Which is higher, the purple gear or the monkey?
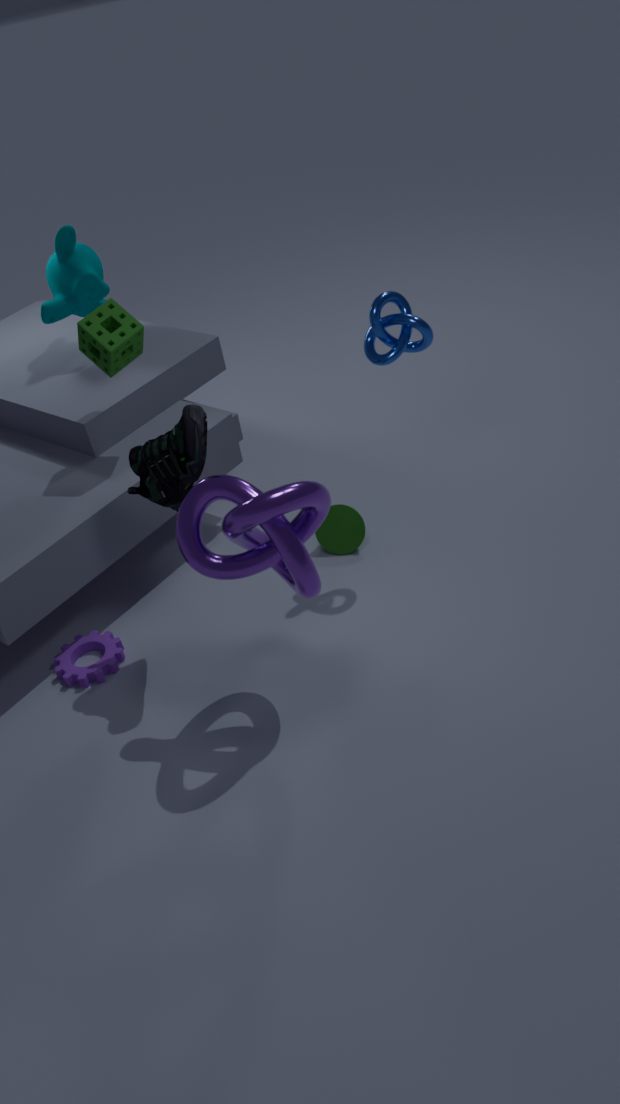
the monkey
